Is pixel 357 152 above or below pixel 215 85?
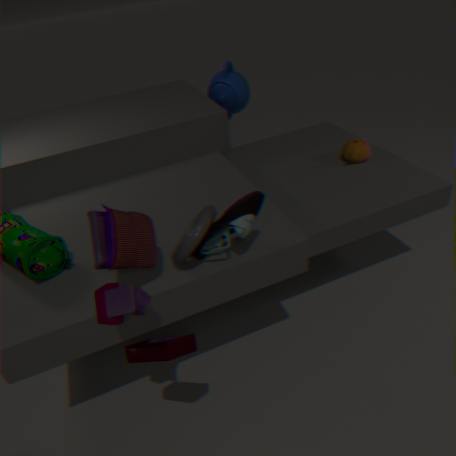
below
